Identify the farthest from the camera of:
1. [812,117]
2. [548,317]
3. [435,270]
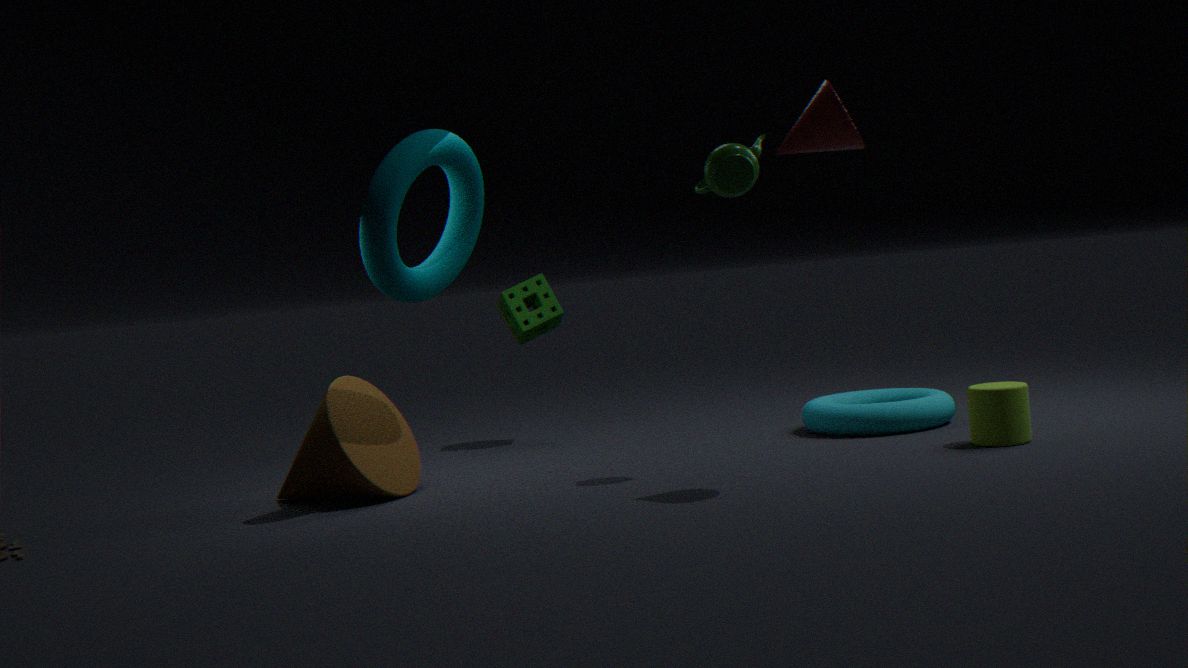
[548,317]
